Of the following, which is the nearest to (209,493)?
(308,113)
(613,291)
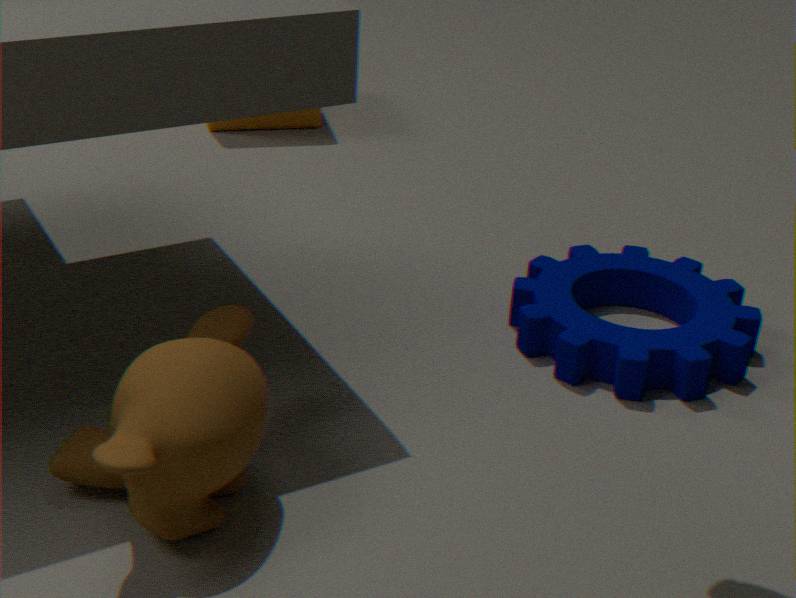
(613,291)
